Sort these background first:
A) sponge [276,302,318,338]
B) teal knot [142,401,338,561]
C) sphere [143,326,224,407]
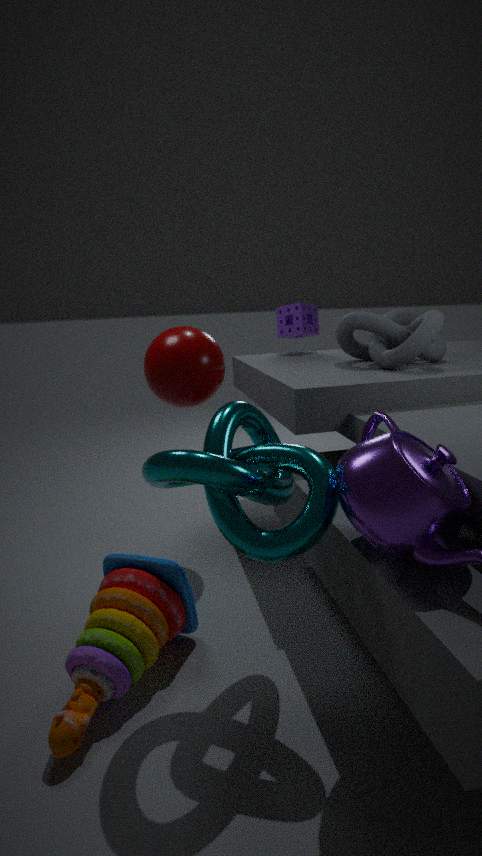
1. sponge [276,302,318,338]
2. sphere [143,326,224,407]
3. teal knot [142,401,338,561]
